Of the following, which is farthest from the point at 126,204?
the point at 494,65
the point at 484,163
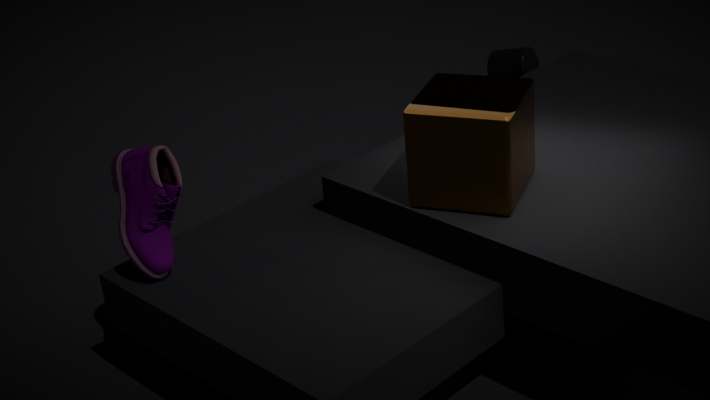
the point at 494,65
